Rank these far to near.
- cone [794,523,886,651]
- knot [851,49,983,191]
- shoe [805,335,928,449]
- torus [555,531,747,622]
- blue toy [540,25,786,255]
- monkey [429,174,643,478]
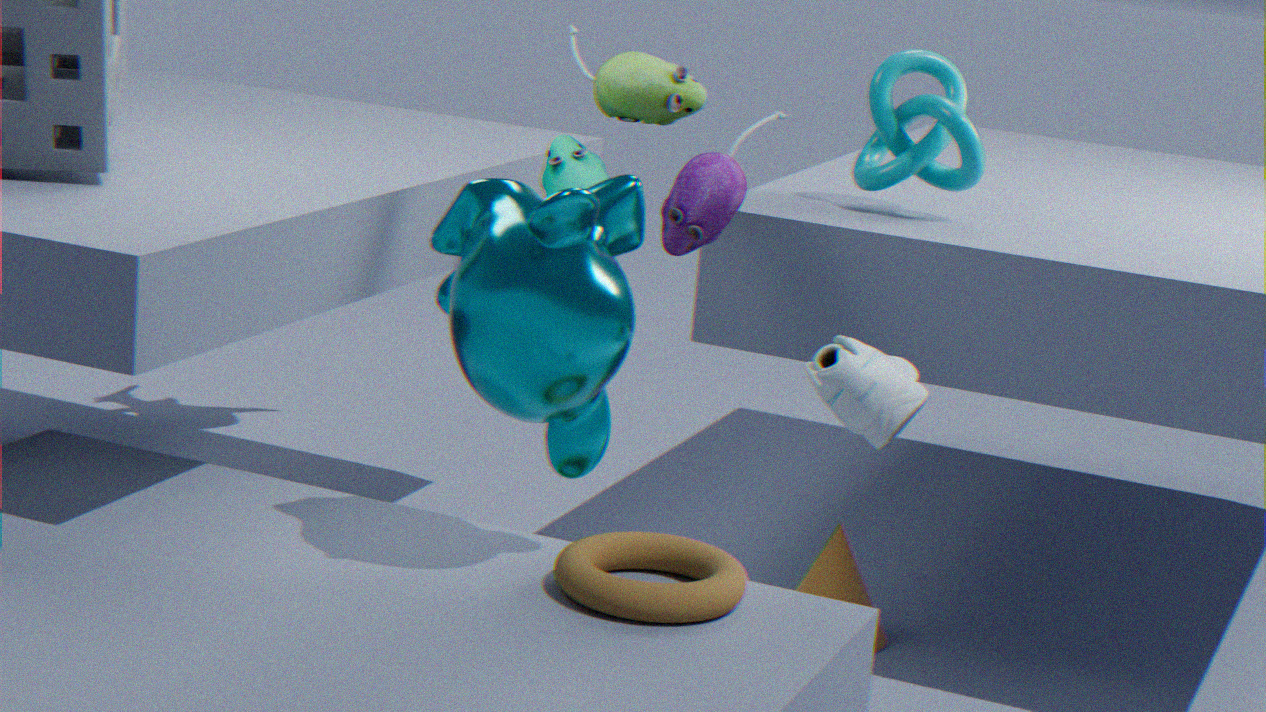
cone [794,523,886,651] < knot [851,49,983,191] < blue toy [540,25,786,255] < shoe [805,335,928,449] < torus [555,531,747,622] < monkey [429,174,643,478]
